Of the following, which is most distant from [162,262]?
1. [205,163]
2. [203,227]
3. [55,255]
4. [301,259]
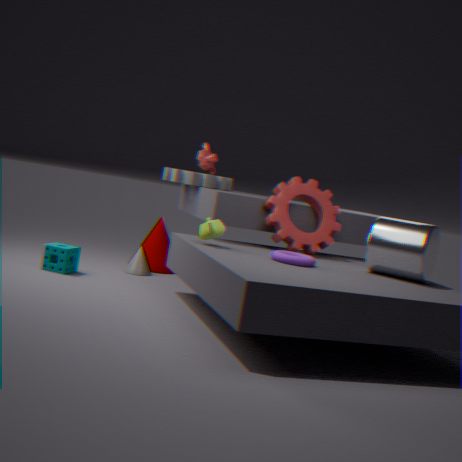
[301,259]
